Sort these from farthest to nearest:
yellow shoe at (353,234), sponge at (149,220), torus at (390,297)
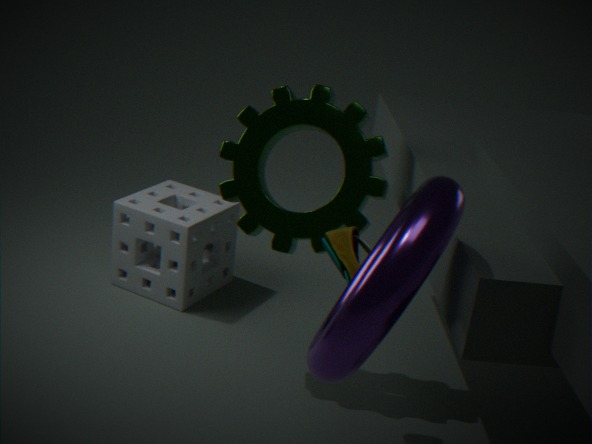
sponge at (149,220) < yellow shoe at (353,234) < torus at (390,297)
